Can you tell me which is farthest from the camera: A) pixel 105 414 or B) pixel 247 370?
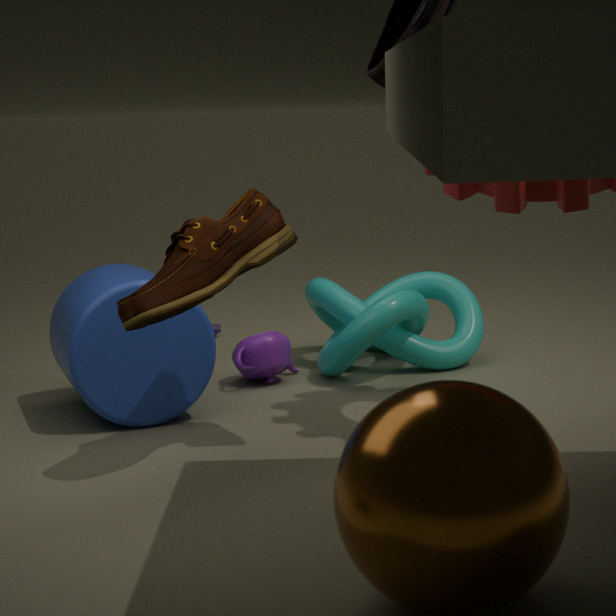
B. pixel 247 370
